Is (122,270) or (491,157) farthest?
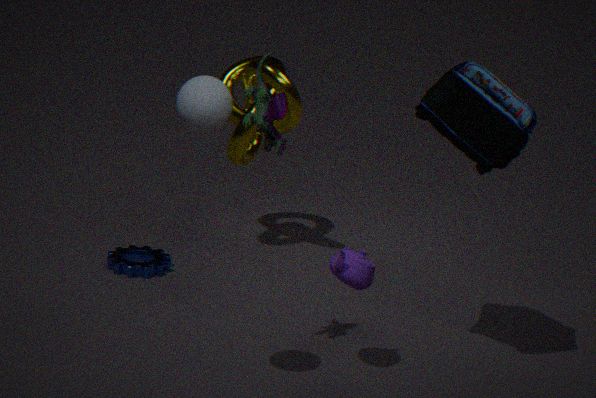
(122,270)
